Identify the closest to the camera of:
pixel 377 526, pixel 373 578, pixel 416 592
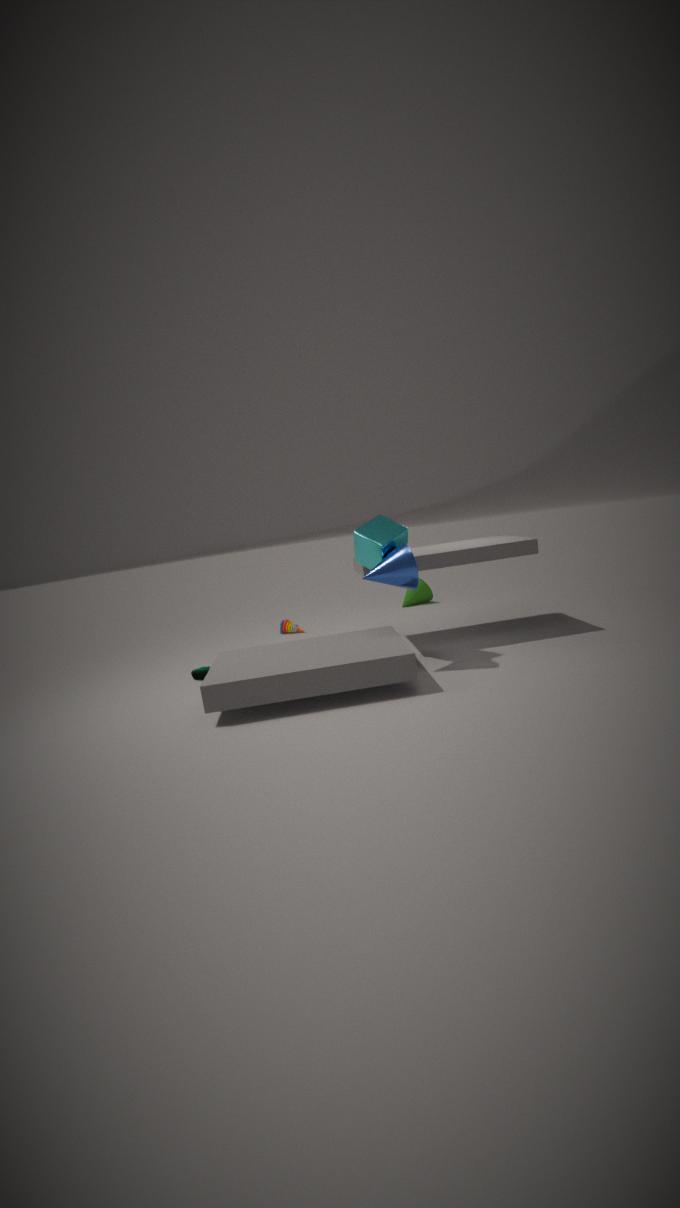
pixel 373 578
